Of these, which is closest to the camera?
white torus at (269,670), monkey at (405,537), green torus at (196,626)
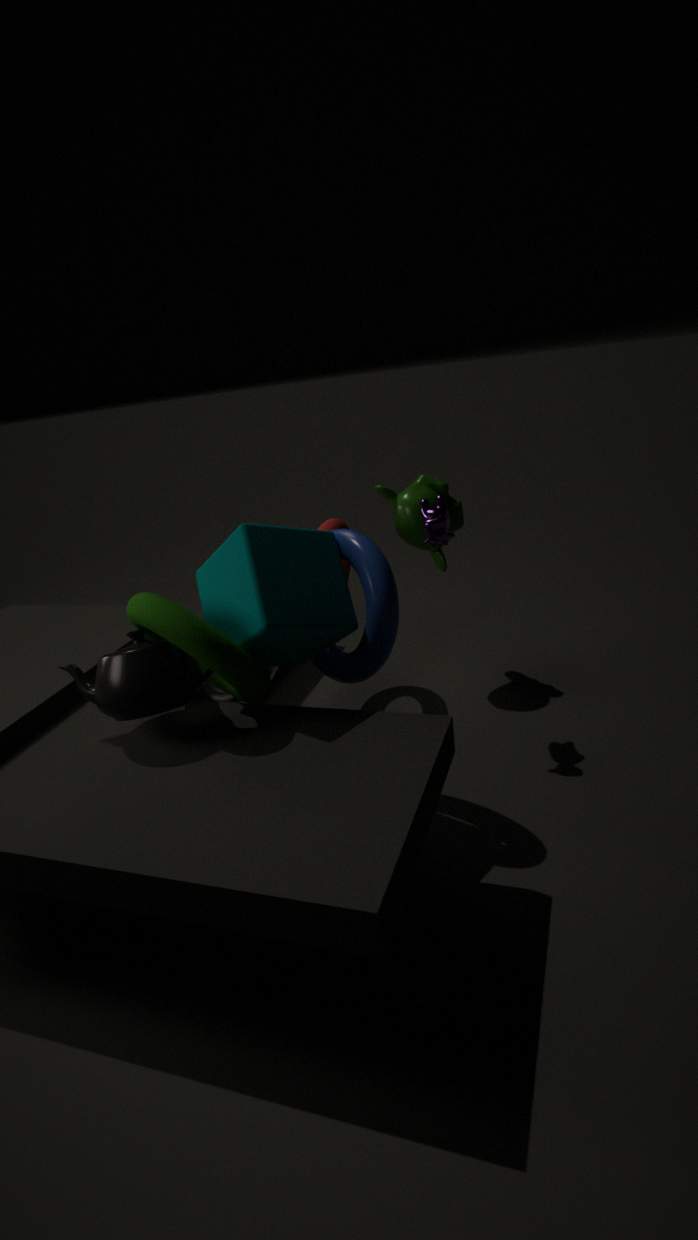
green torus at (196,626)
